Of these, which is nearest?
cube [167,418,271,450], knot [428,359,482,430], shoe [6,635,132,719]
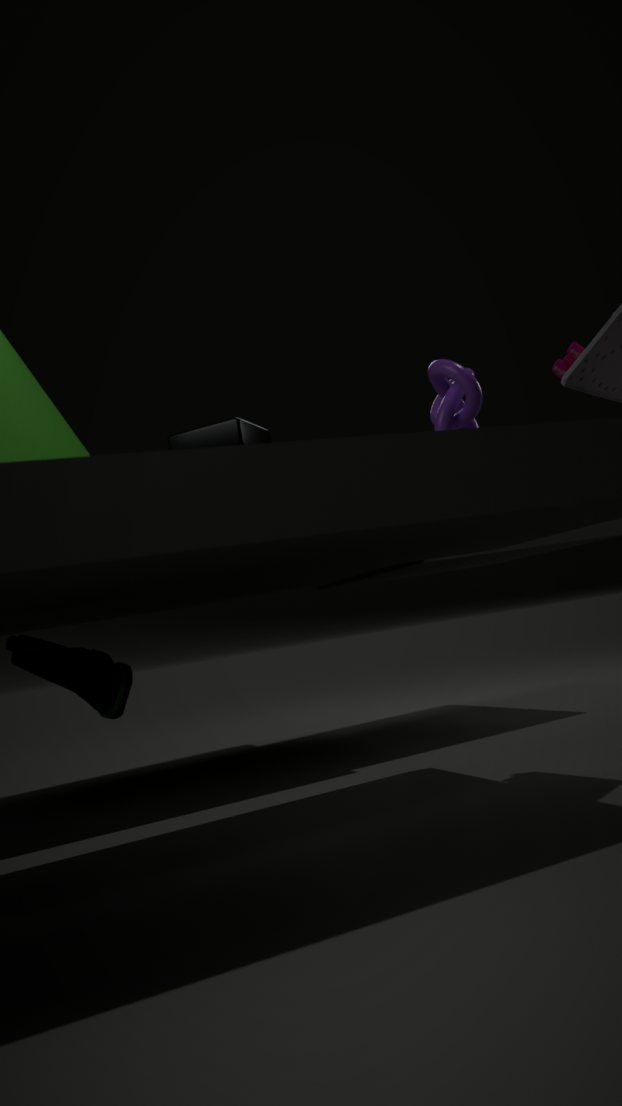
shoe [6,635,132,719]
